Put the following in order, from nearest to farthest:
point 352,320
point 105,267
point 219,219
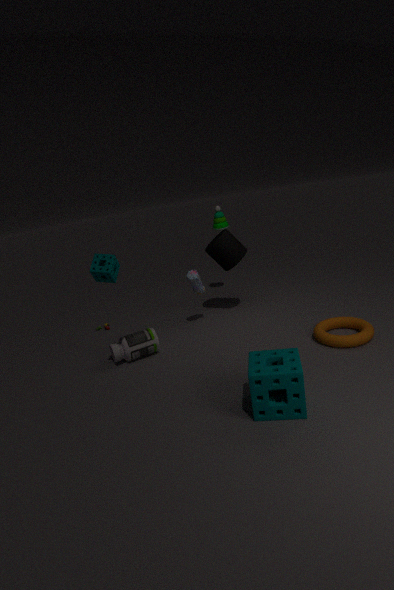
point 105,267 → point 352,320 → point 219,219
